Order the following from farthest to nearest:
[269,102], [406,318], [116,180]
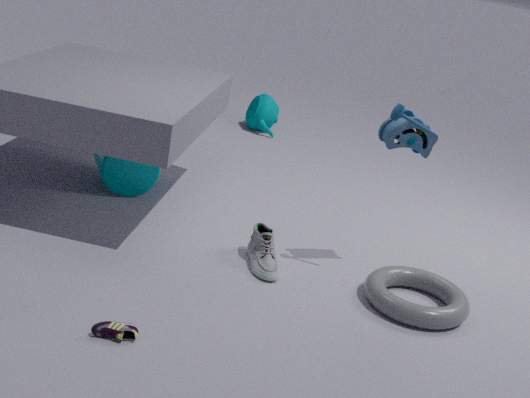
[269,102]
[116,180]
[406,318]
